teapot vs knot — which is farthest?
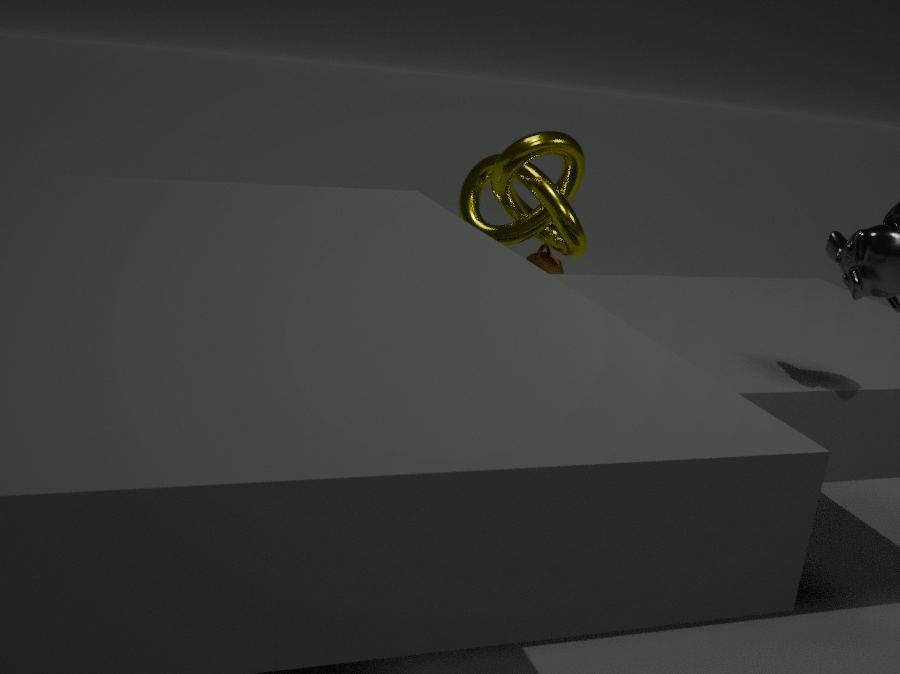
teapot
